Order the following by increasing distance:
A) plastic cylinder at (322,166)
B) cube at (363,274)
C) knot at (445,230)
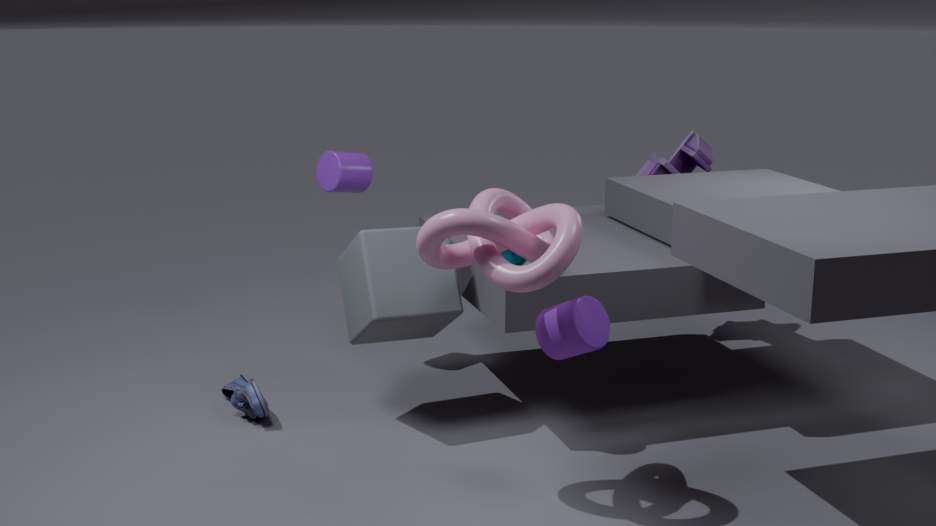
knot at (445,230), cube at (363,274), plastic cylinder at (322,166)
